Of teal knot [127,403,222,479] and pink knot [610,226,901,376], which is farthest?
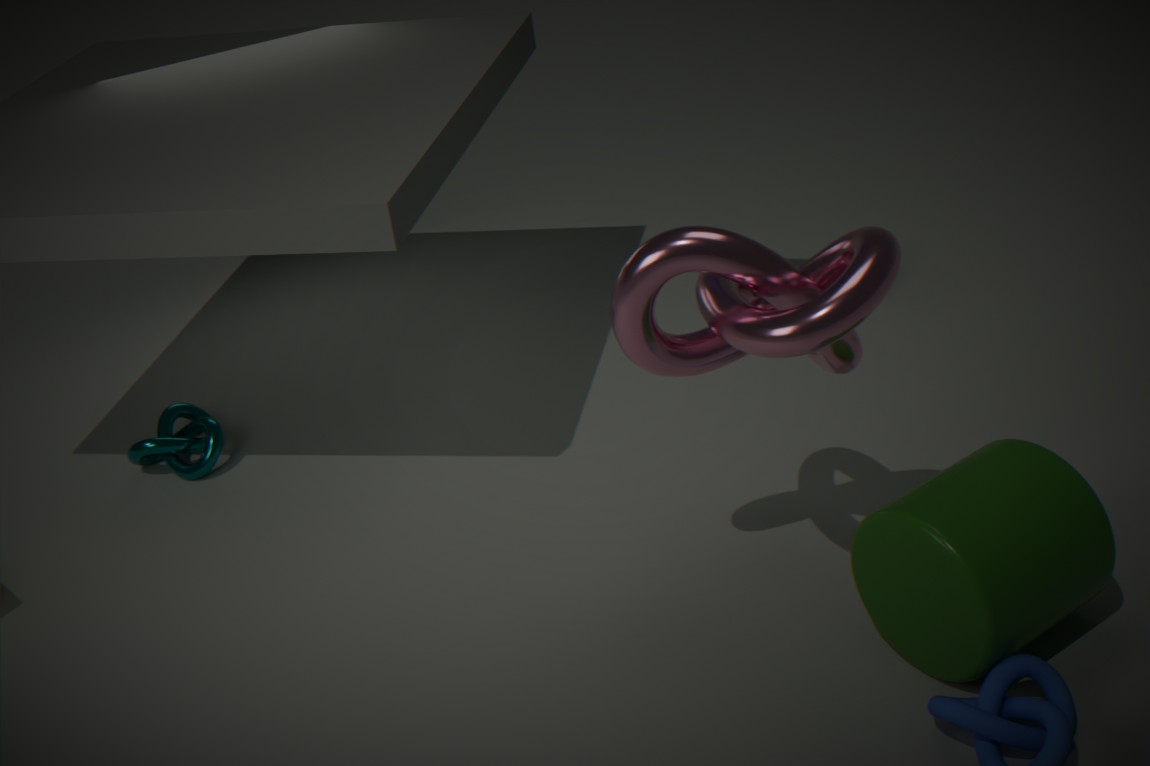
teal knot [127,403,222,479]
